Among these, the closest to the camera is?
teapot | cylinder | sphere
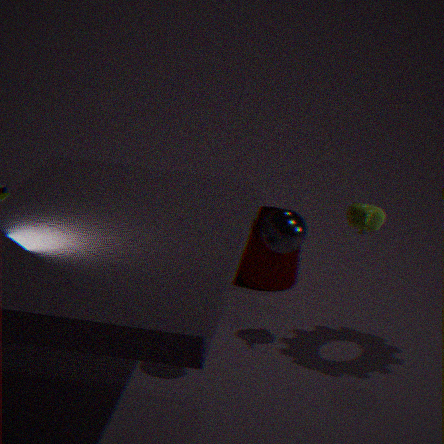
sphere
